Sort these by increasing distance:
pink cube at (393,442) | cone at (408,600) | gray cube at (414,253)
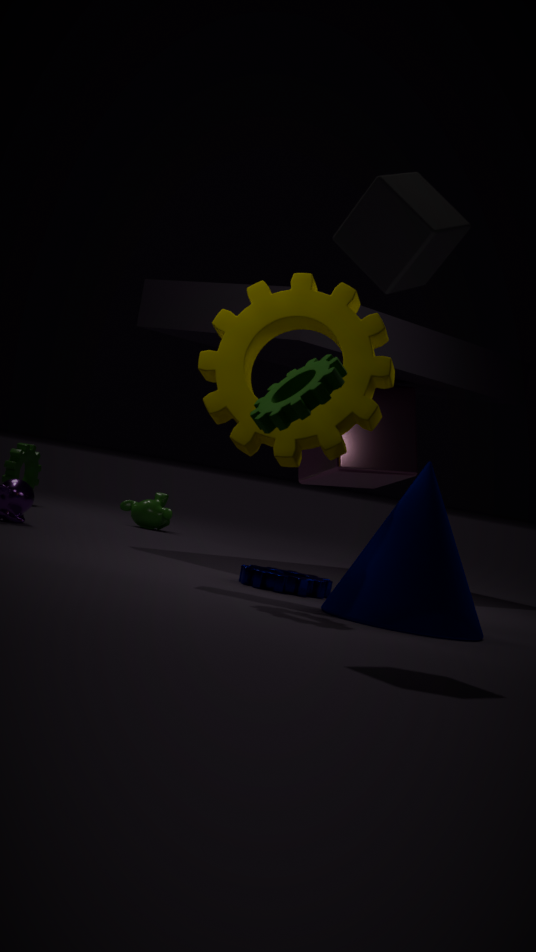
gray cube at (414,253) < cone at (408,600) < pink cube at (393,442)
